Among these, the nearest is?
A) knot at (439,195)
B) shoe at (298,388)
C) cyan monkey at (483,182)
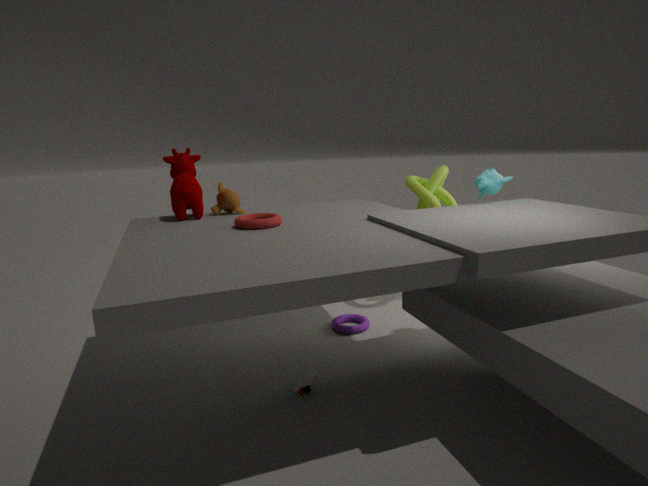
shoe at (298,388)
